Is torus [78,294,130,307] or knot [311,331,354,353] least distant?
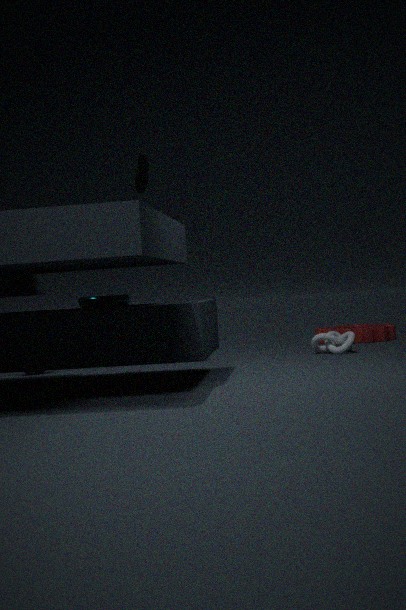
torus [78,294,130,307]
